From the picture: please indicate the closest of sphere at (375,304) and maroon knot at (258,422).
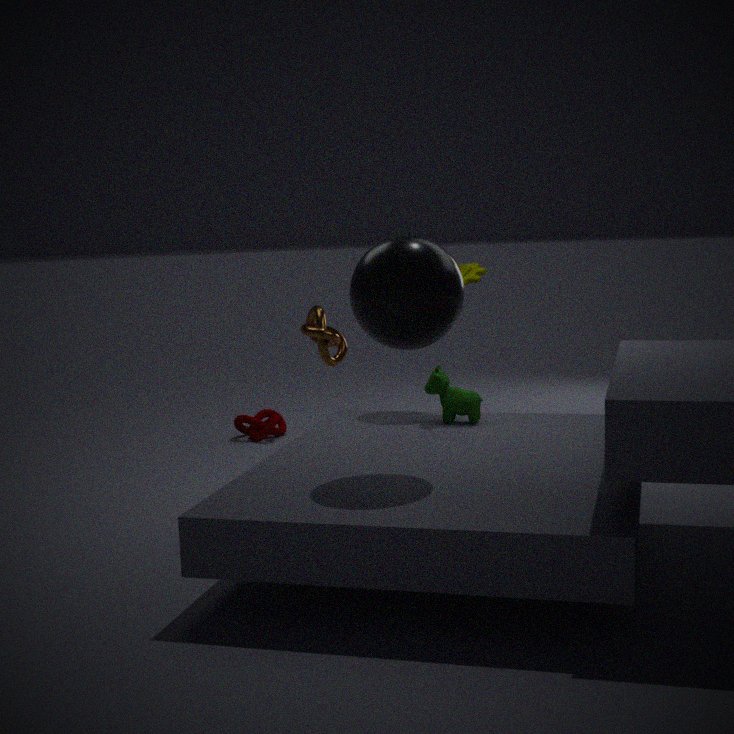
sphere at (375,304)
